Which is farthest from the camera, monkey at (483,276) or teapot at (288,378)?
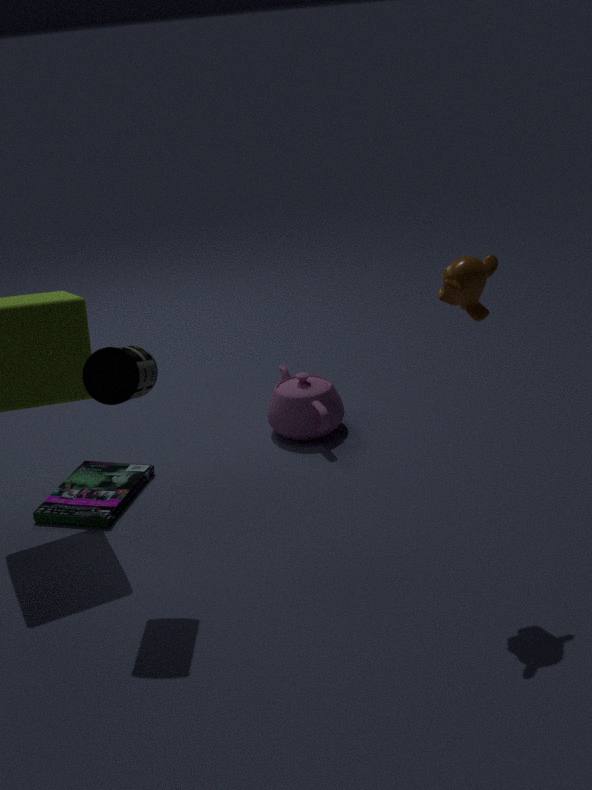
teapot at (288,378)
